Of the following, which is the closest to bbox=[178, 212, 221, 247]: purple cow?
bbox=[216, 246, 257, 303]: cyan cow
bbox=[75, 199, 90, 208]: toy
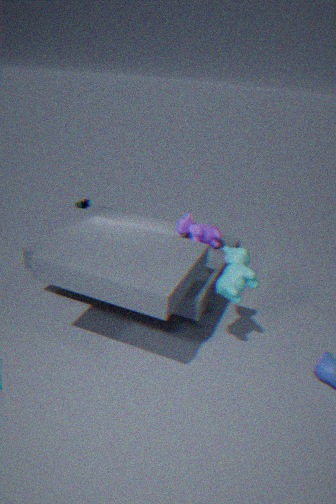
bbox=[216, 246, 257, 303]: cyan cow
